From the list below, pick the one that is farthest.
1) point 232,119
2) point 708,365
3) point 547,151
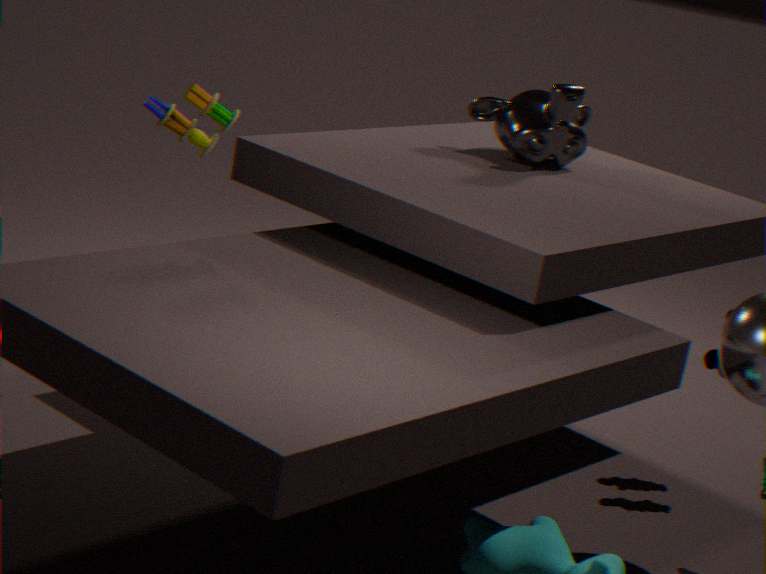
3. point 547,151
